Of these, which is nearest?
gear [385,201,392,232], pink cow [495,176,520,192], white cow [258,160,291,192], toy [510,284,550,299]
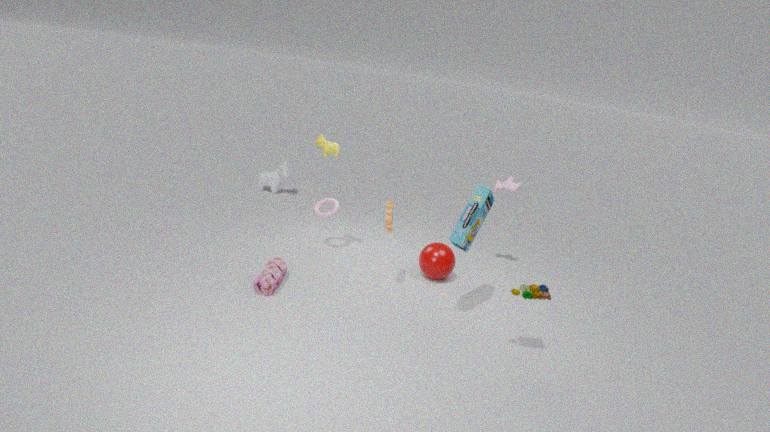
toy [510,284,550,299]
